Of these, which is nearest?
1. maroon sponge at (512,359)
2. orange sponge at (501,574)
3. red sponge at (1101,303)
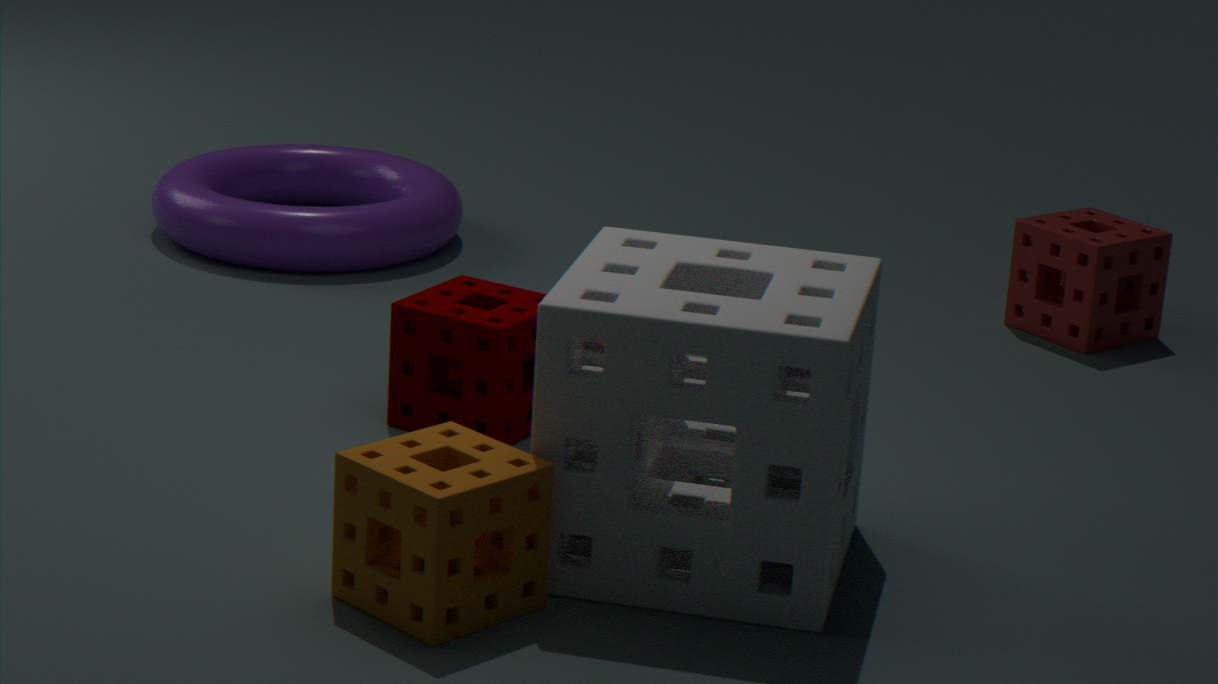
orange sponge at (501,574)
